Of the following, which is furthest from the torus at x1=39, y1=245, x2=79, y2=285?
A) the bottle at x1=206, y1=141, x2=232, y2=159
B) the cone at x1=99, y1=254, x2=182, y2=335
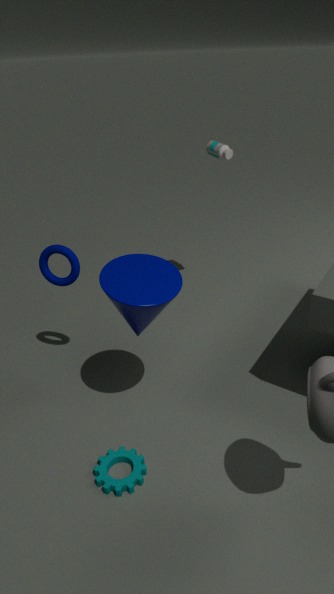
the bottle at x1=206, y1=141, x2=232, y2=159
